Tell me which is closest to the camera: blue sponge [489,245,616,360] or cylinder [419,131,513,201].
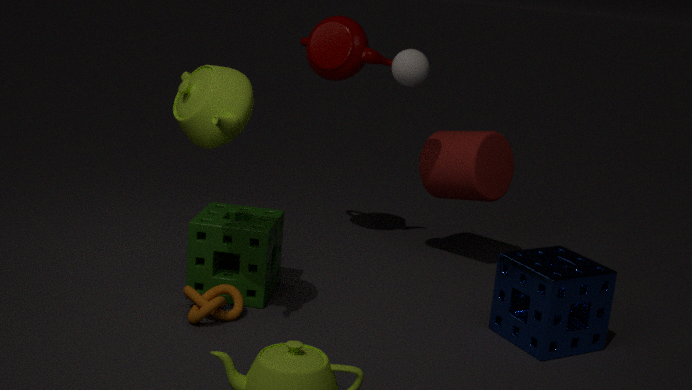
blue sponge [489,245,616,360]
